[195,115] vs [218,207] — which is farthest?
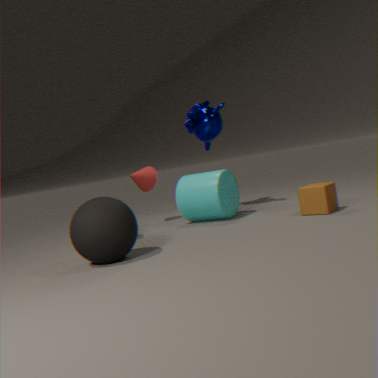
[195,115]
